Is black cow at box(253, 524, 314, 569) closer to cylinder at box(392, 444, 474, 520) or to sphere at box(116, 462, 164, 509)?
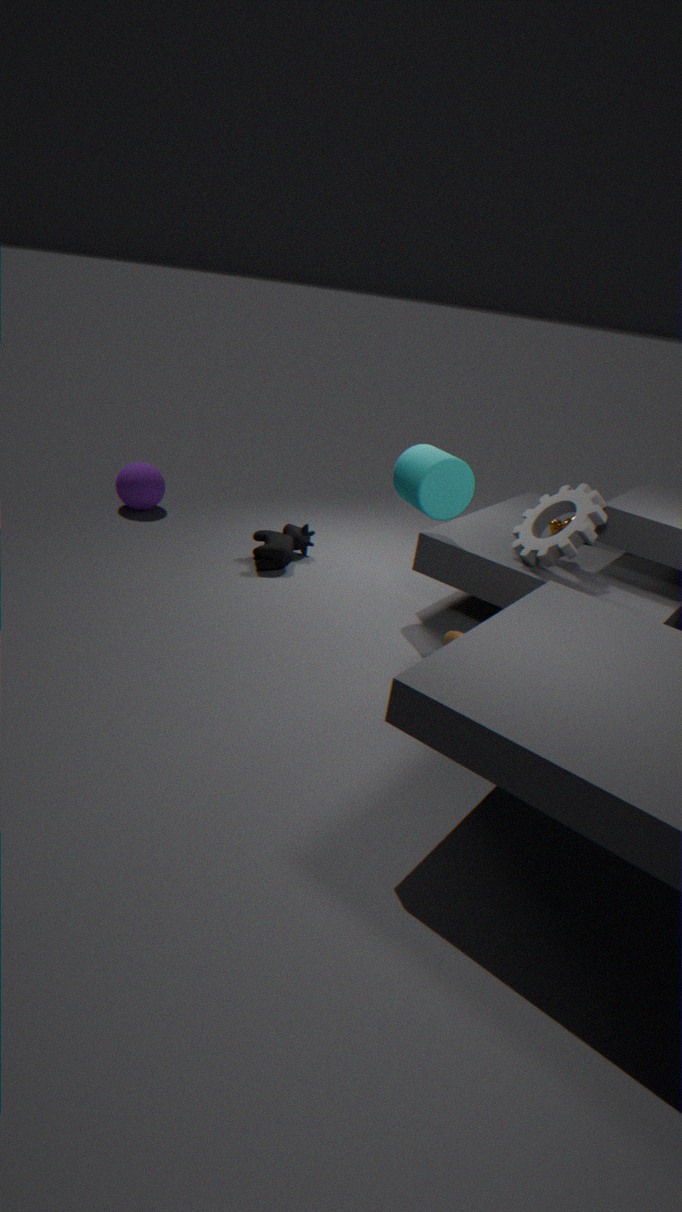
cylinder at box(392, 444, 474, 520)
